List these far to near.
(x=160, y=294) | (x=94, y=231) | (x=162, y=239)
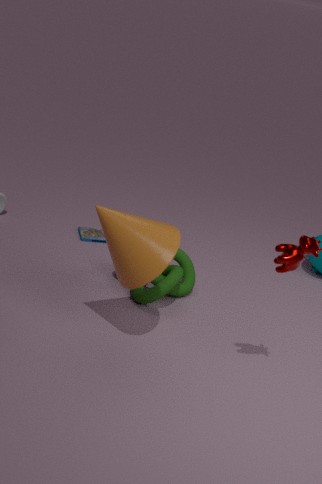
(x=94, y=231)
(x=160, y=294)
(x=162, y=239)
